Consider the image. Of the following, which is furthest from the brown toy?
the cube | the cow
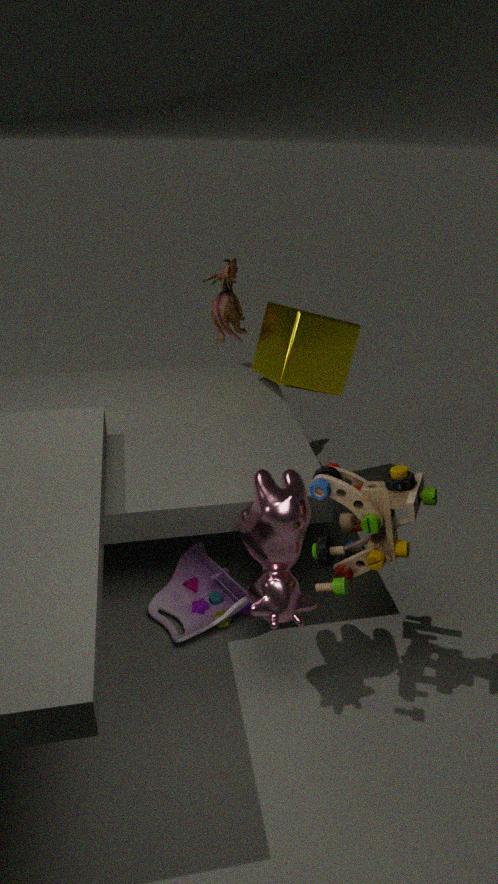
the cube
